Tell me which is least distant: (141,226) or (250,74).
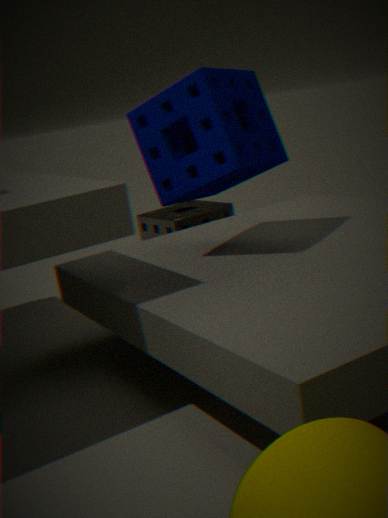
(250,74)
